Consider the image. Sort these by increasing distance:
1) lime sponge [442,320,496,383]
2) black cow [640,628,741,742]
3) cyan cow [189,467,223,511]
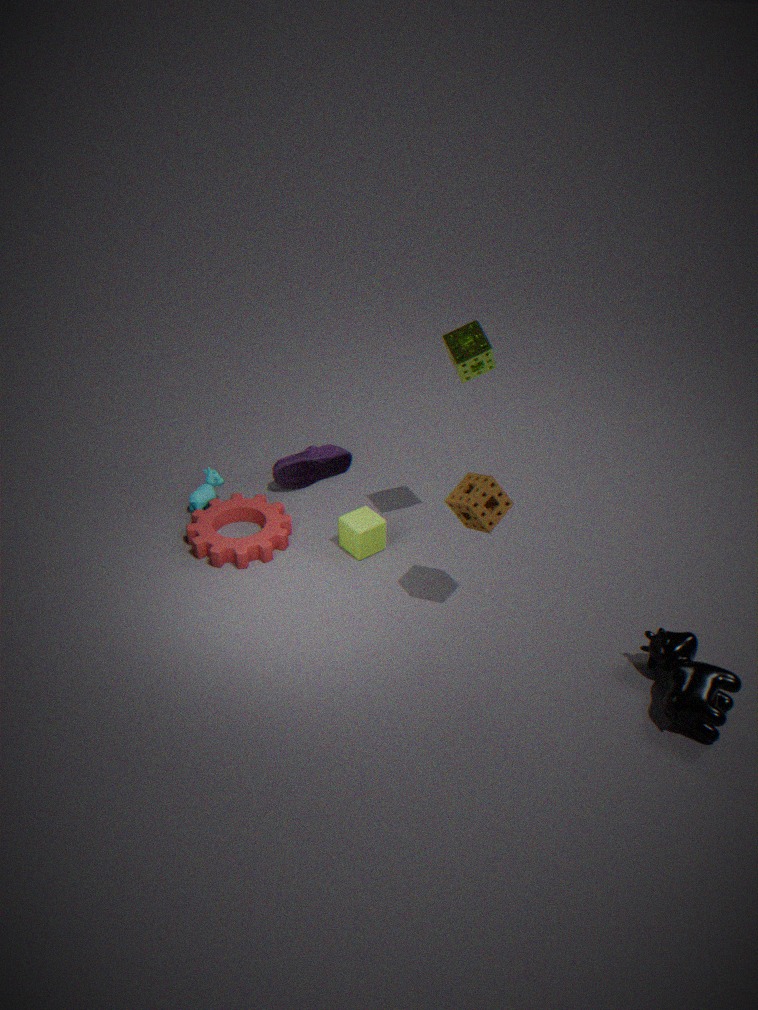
2. black cow [640,628,741,742] → 1. lime sponge [442,320,496,383] → 3. cyan cow [189,467,223,511]
